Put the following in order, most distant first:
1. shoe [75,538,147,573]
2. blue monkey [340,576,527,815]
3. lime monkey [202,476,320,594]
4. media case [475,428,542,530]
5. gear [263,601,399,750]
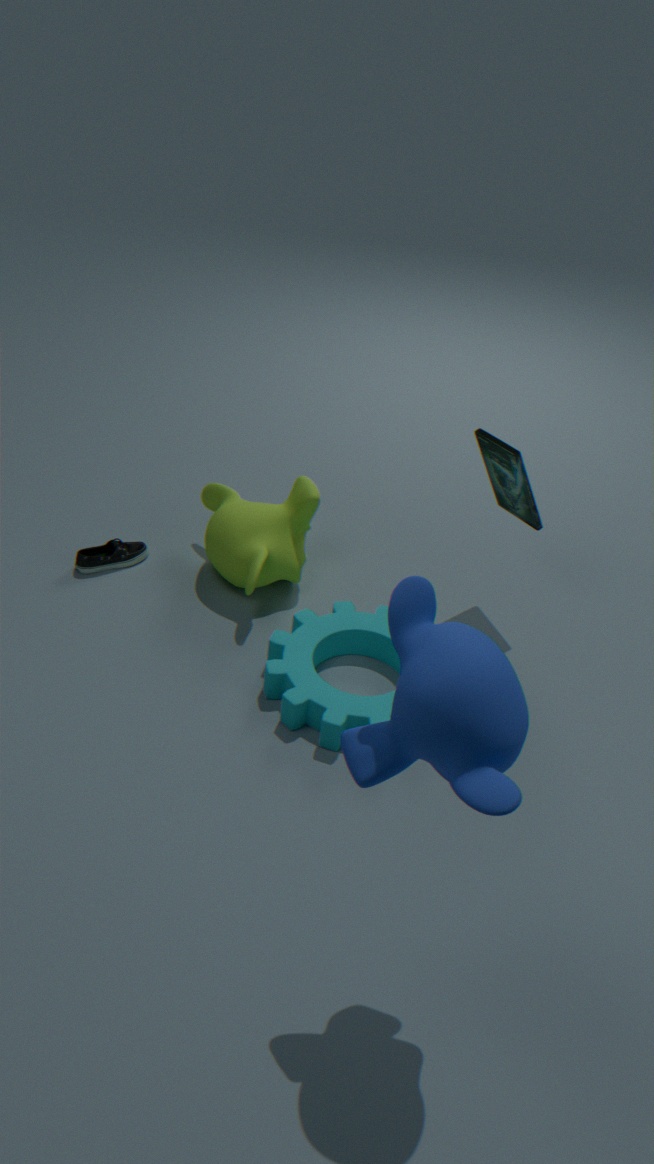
shoe [75,538,147,573], lime monkey [202,476,320,594], media case [475,428,542,530], gear [263,601,399,750], blue monkey [340,576,527,815]
